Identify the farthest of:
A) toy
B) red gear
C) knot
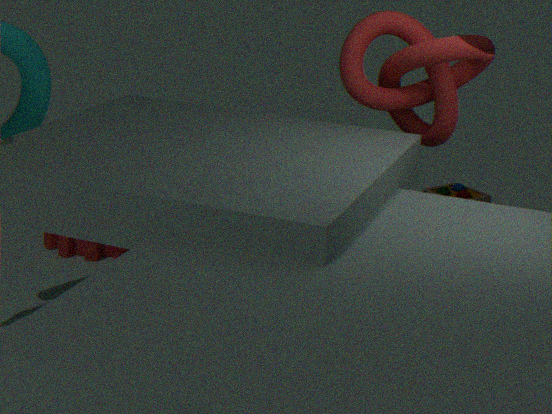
toy
